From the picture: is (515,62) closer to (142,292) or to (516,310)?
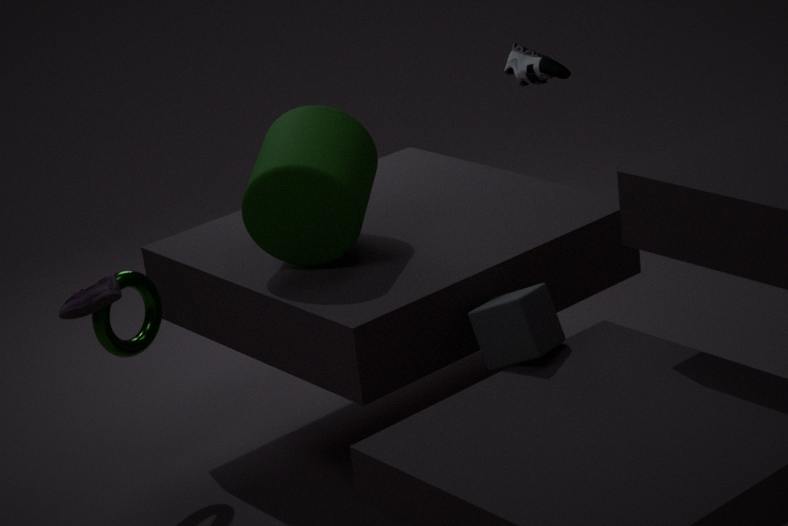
(516,310)
